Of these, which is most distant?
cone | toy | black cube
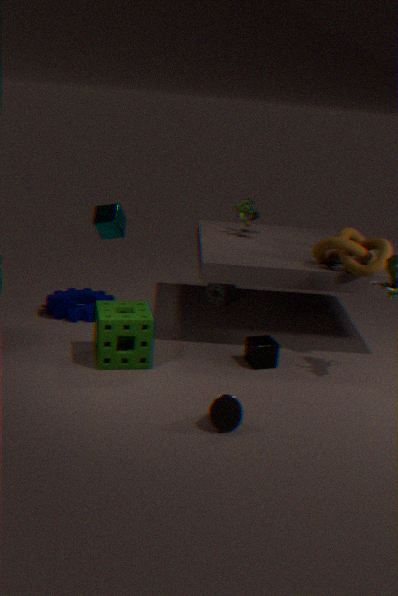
toy
